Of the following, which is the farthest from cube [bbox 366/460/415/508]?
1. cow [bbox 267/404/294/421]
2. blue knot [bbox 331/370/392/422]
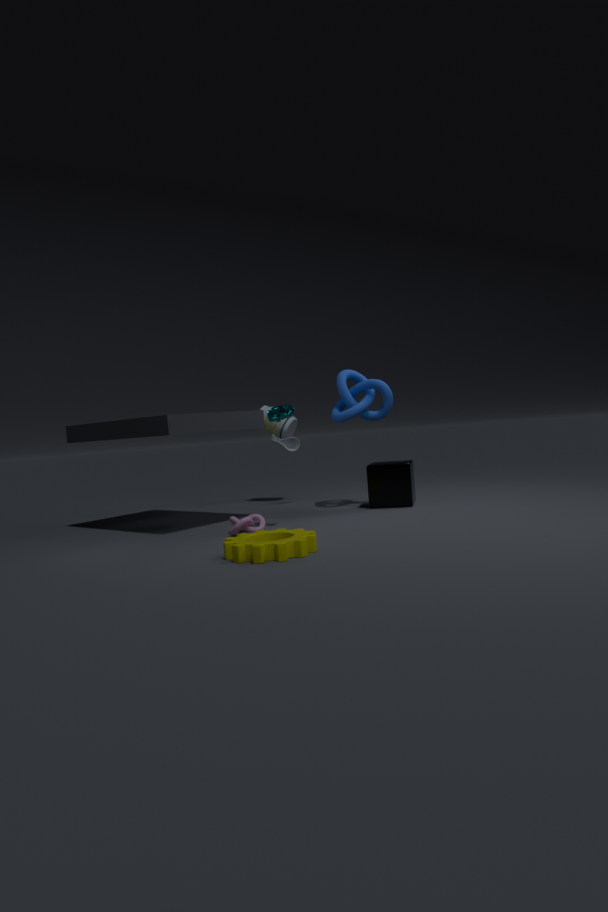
cow [bbox 267/404/294/421]
